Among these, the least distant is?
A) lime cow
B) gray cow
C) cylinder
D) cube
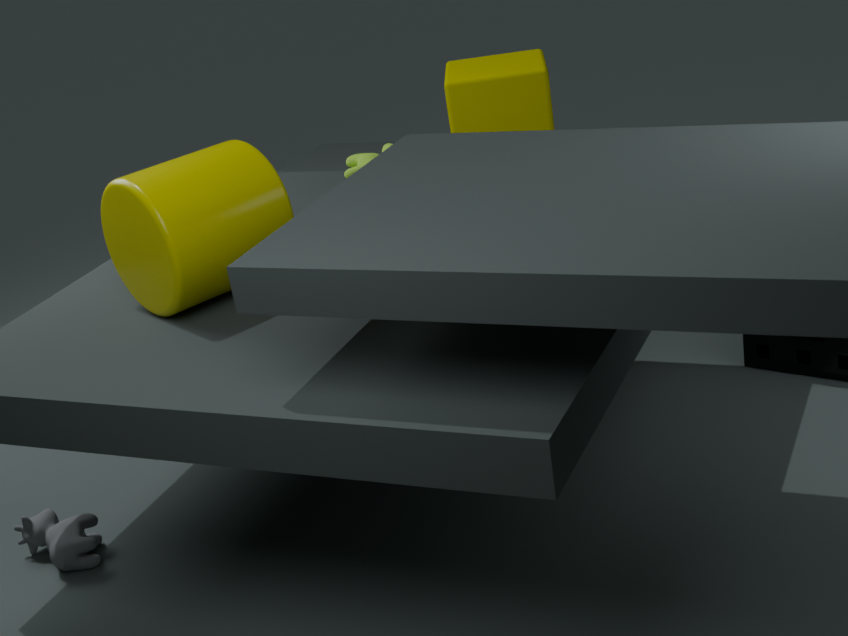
cylinder
